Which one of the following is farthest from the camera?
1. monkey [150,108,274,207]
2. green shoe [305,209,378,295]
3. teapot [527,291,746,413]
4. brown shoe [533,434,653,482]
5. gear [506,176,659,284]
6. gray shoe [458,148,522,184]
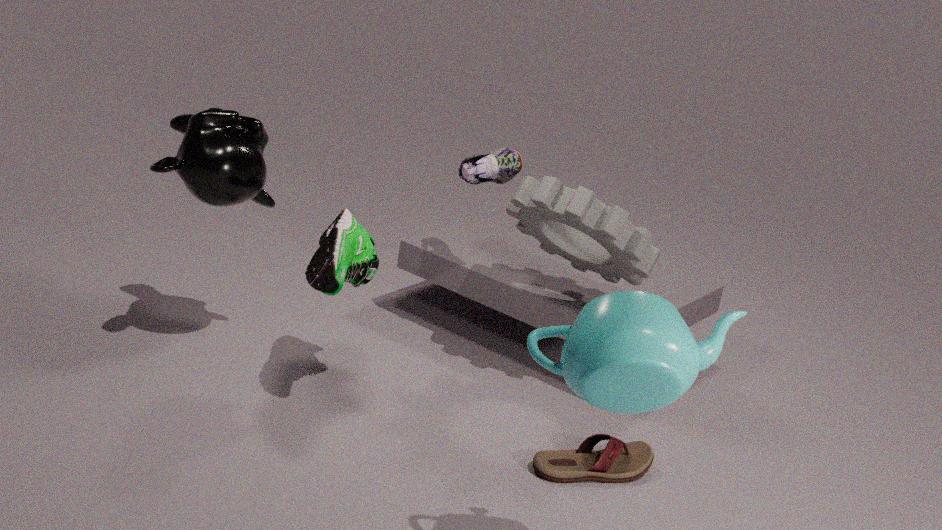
gray shoe [458,148,522,184]
